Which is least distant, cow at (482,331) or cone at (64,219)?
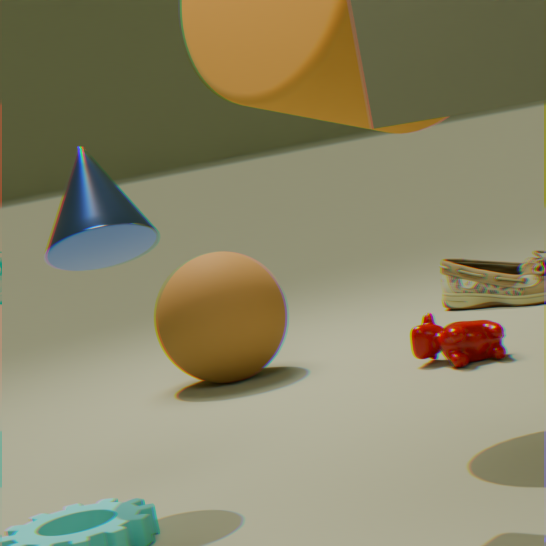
cone at (64,219)
